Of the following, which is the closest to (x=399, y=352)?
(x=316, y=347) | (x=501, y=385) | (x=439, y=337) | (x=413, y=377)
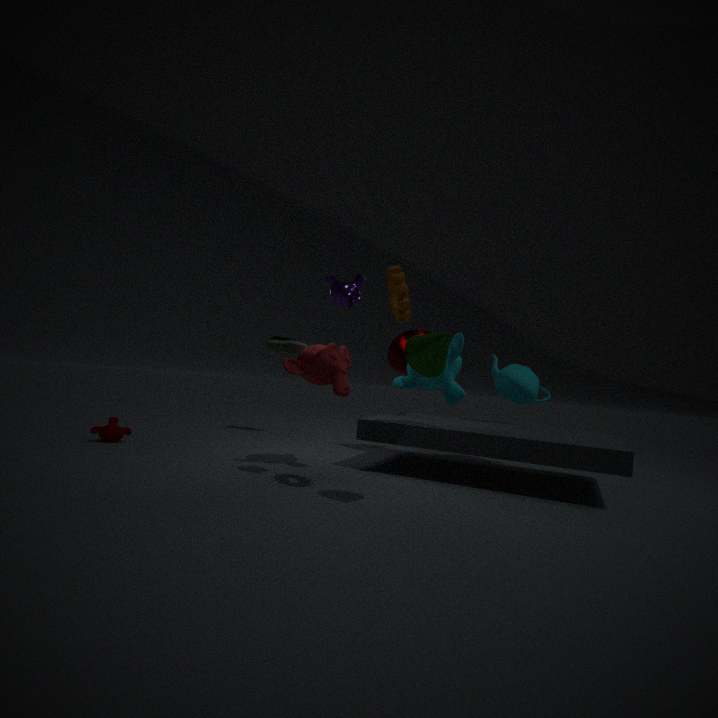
(x=501, y=385)
